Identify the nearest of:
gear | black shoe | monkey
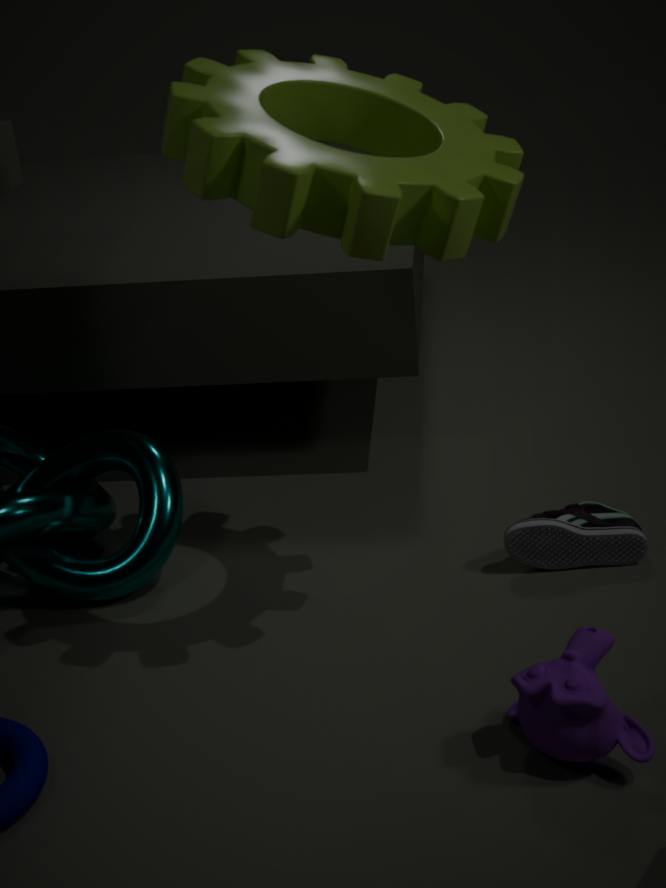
gear
